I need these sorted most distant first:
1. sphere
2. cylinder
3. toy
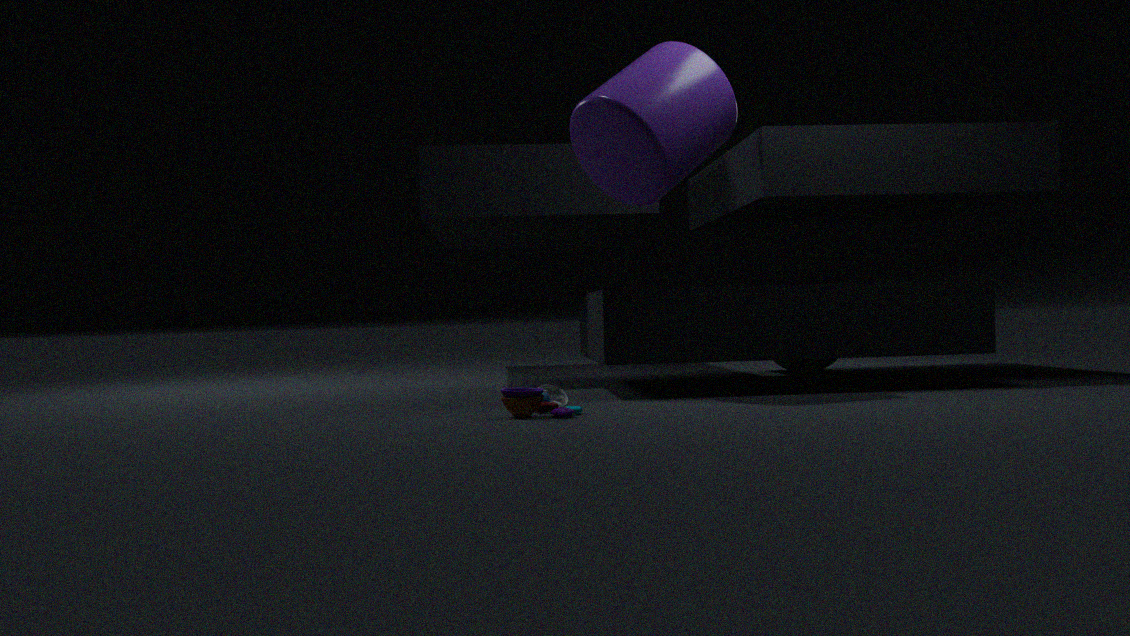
sphere → cylinder → toy
